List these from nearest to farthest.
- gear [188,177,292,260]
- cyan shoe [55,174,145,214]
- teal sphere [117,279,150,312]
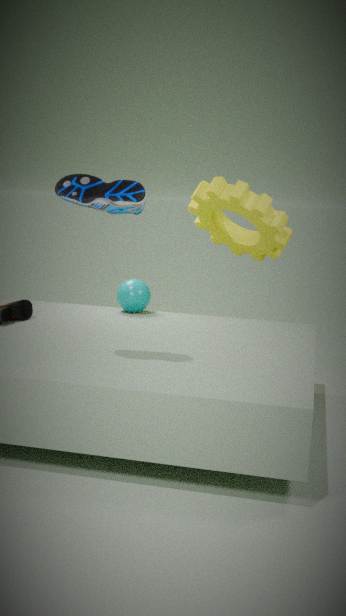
cyan shoe [55,174,145,214], gear [188,177,292,260], teal sphere [117,279,150,312]
